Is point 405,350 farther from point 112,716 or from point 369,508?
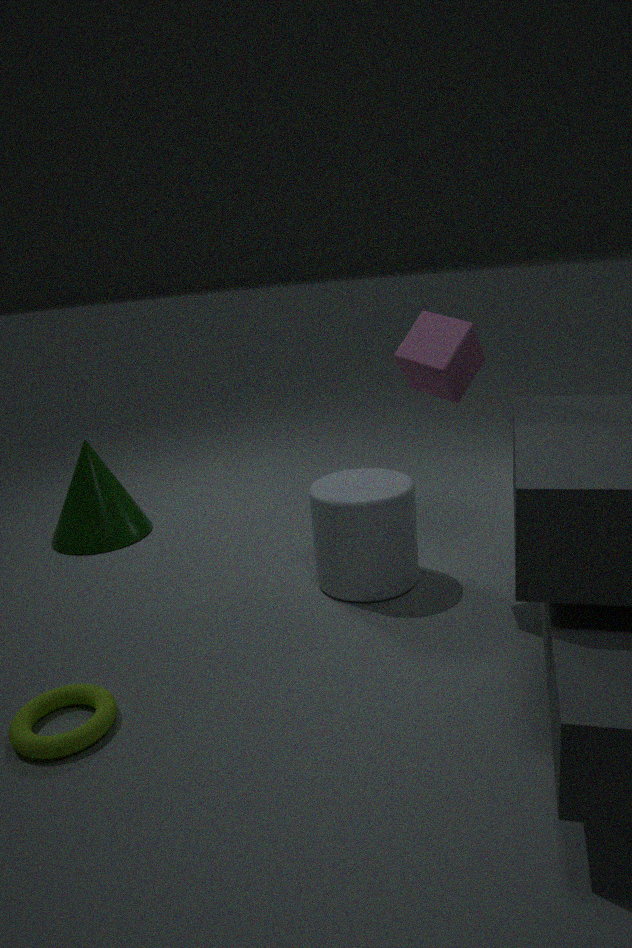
point 112,716
